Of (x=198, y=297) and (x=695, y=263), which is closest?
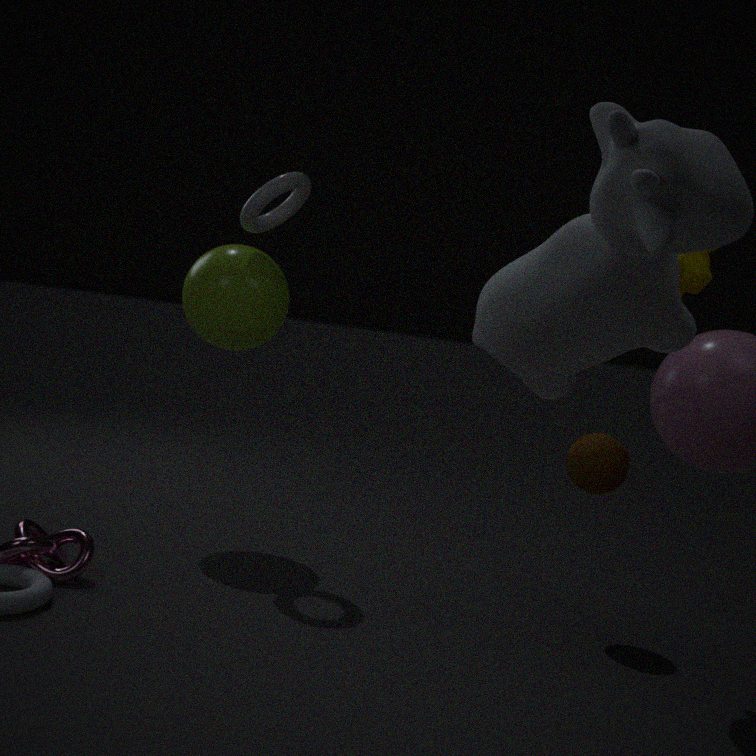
(x=695, y=263)
